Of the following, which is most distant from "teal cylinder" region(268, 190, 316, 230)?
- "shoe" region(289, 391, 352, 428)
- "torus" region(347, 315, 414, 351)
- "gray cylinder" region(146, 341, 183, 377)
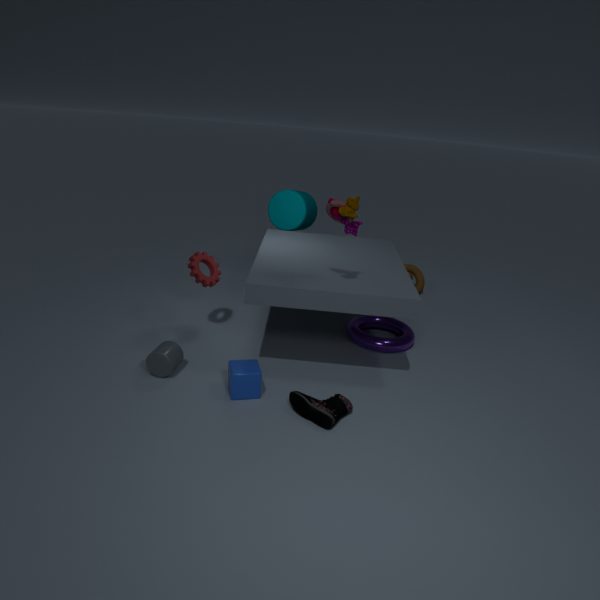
"shoe" region(289, 391, 352, 428)
